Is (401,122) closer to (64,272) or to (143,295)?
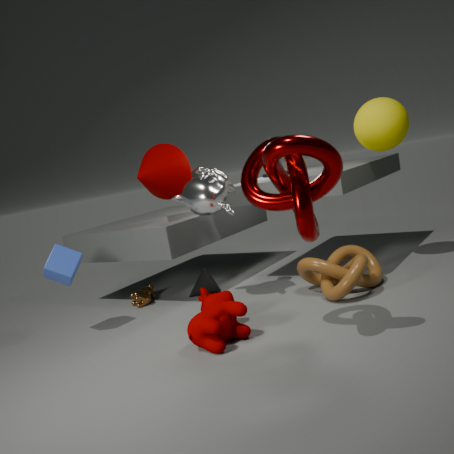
(143,295)
